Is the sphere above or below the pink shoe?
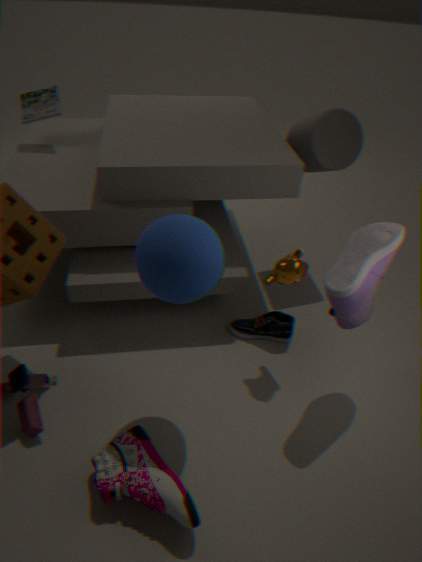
above
